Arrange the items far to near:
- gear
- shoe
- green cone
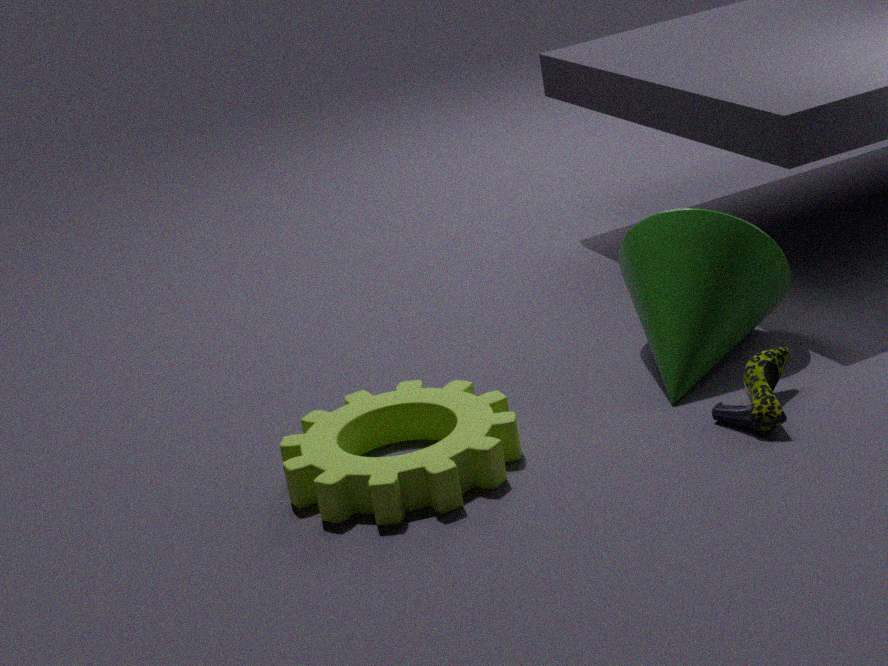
green cone < shoe < gear
